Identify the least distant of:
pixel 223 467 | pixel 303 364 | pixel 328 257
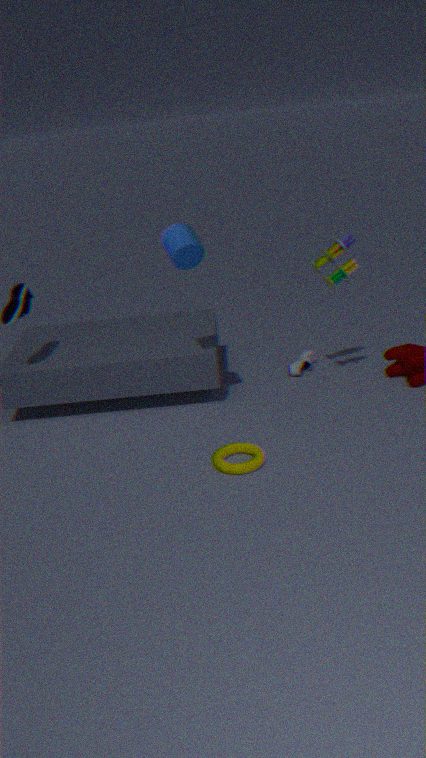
pixel 223 467
